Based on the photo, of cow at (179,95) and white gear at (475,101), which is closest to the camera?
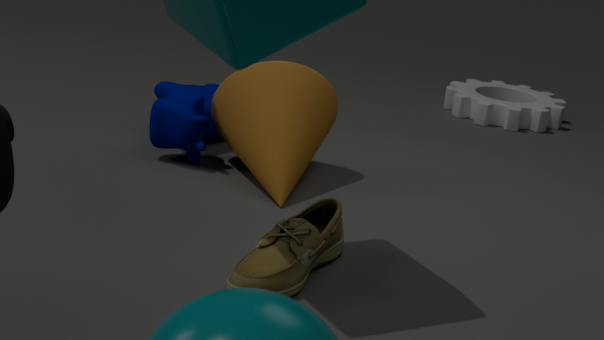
cow at (179,95)
